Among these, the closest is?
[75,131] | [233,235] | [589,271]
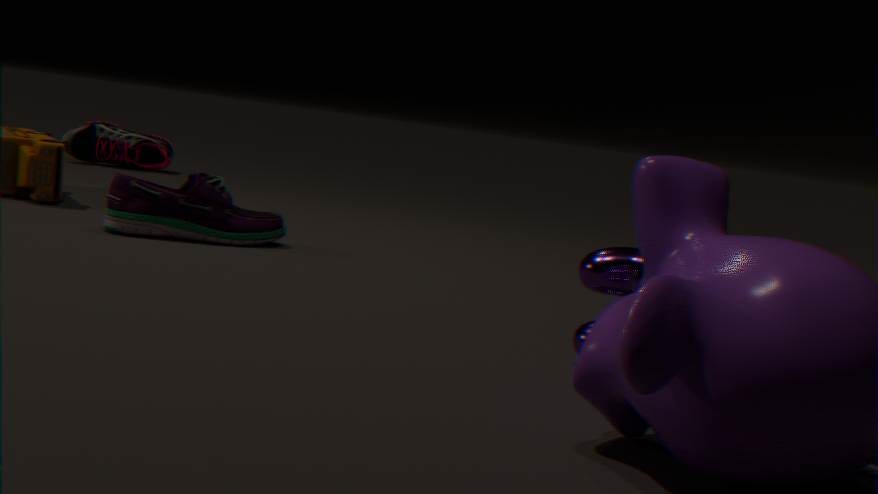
[589,271]
